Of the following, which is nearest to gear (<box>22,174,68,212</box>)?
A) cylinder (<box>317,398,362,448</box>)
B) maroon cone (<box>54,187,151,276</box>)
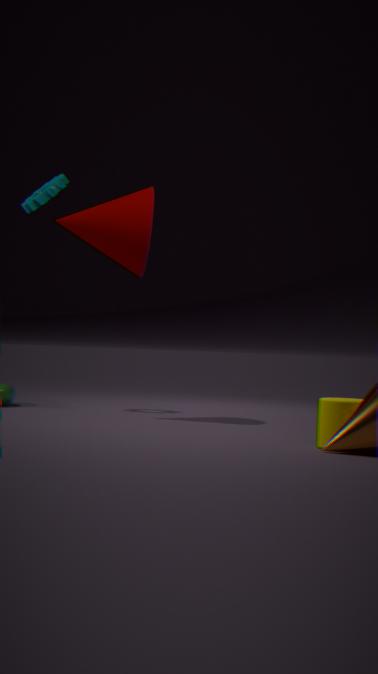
maroon cone (<box>54,187,151,276</box>)
